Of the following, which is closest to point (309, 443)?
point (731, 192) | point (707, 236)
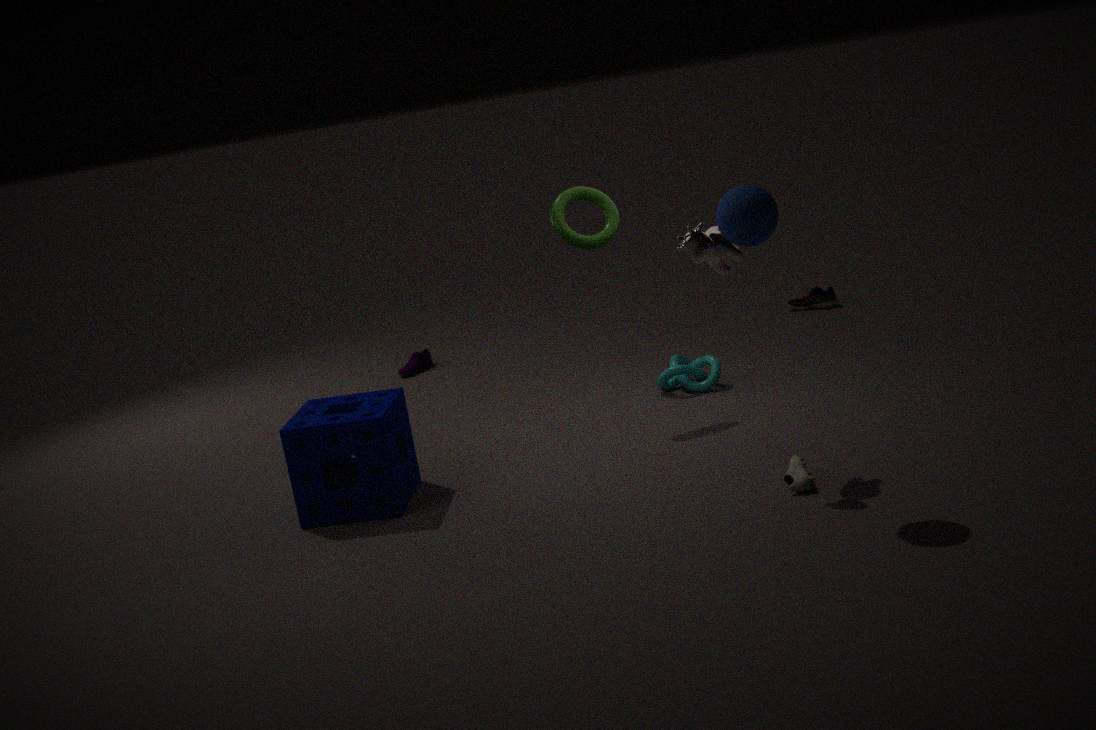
point (707, 236)
